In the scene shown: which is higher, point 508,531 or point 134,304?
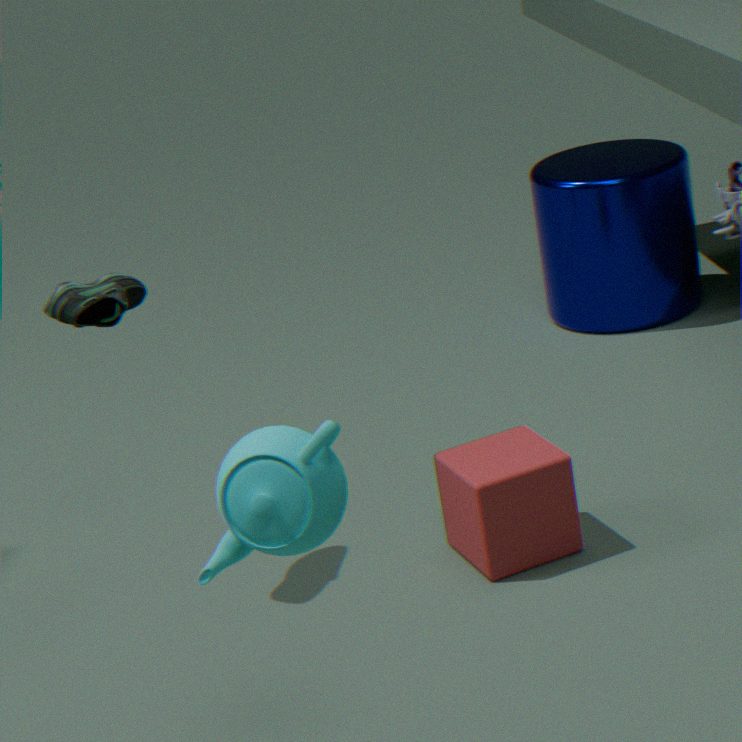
point 134,304
